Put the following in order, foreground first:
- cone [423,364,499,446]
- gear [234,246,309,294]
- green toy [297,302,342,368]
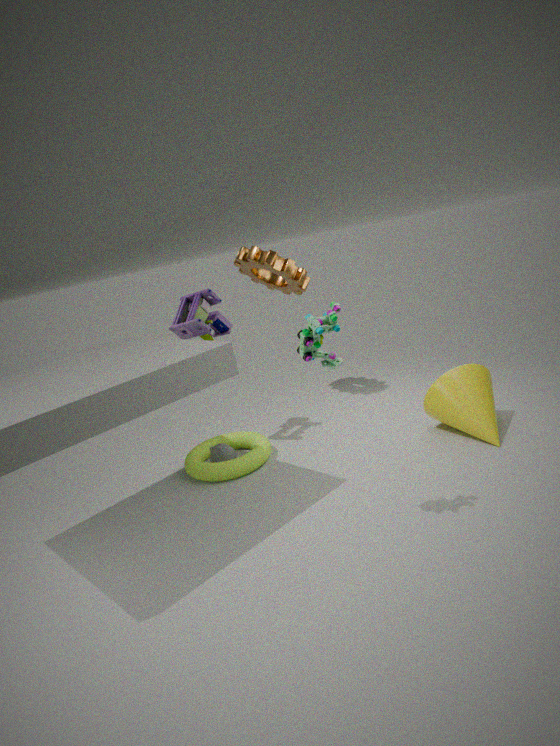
green toy [297,302,342,368], cone [423,364,499,446], gear [234,246,309,294]
